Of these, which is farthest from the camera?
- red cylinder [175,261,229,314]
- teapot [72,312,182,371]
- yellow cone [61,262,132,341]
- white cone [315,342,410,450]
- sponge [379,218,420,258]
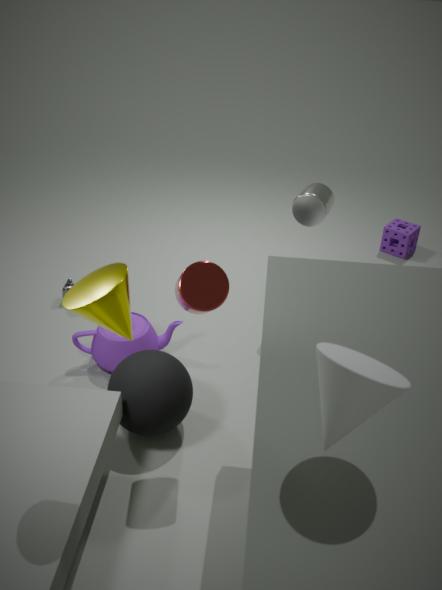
sponge [379,218,420,258]
